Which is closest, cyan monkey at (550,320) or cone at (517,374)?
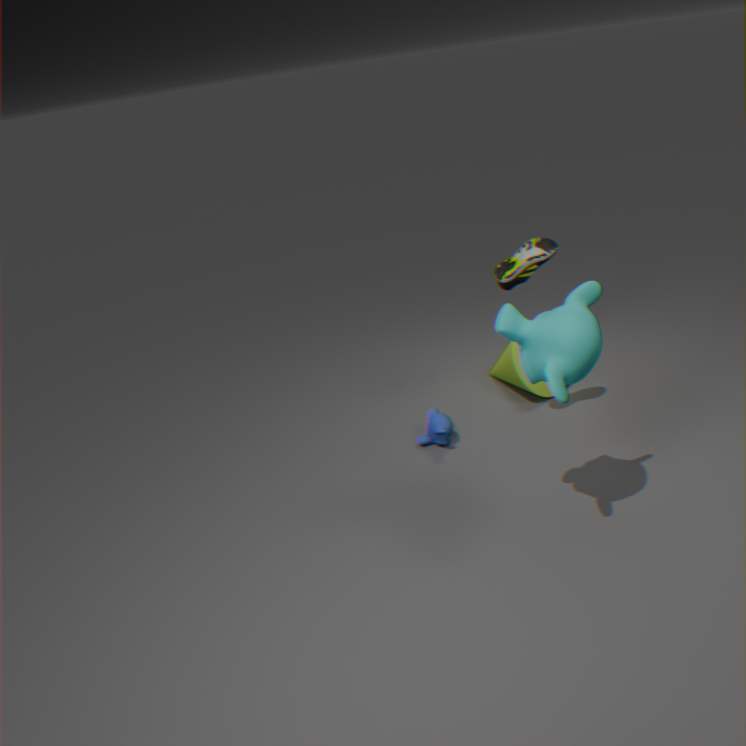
cyan monkey at (550,320)
